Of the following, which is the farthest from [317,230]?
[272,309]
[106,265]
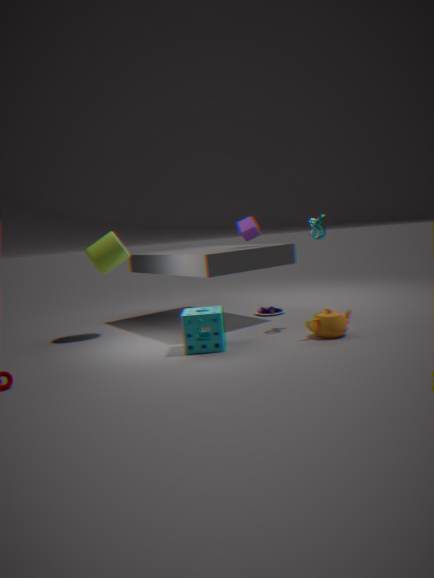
[106,265]
